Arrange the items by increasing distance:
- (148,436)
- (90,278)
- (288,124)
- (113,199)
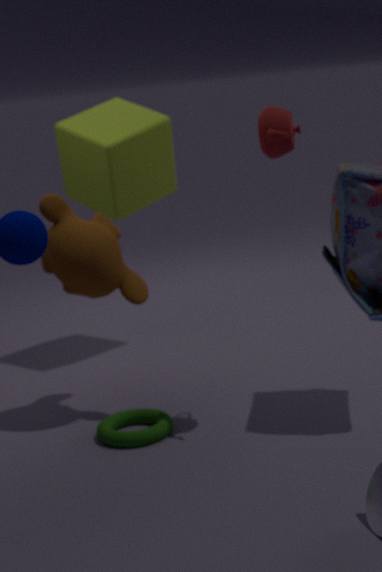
1. (288,124)
2. (148,436)
3. (90,278)
4. (113,199)
